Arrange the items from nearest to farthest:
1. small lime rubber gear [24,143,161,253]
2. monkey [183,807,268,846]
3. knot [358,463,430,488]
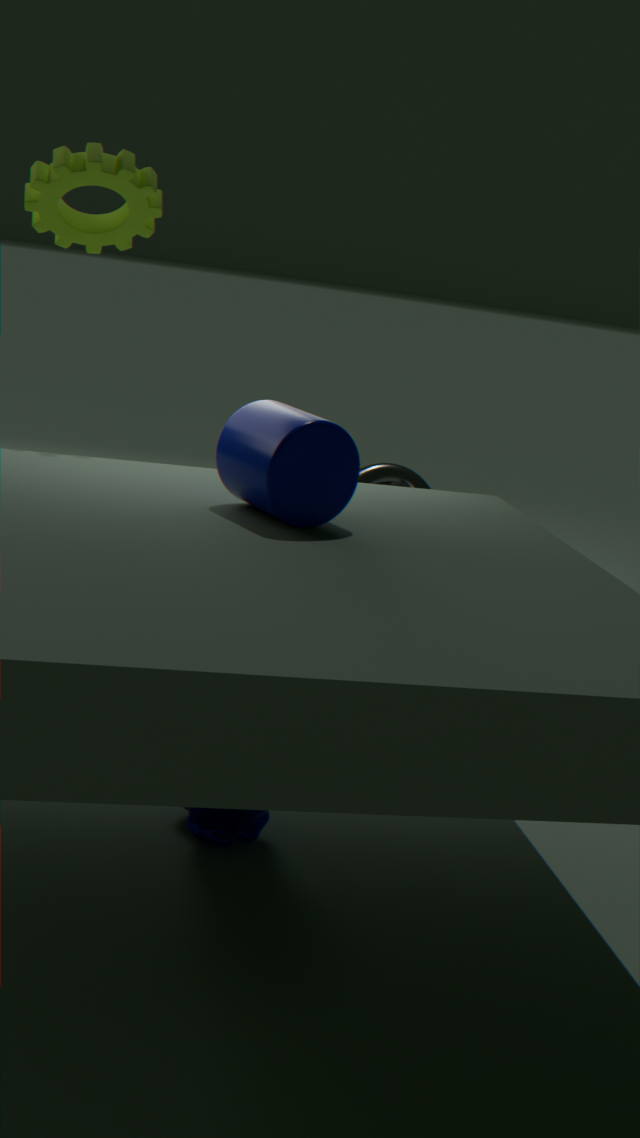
monkey [183,807,268,846] < small lime rubber gear [24,143,161,253] < knot [358,463,430,488]
